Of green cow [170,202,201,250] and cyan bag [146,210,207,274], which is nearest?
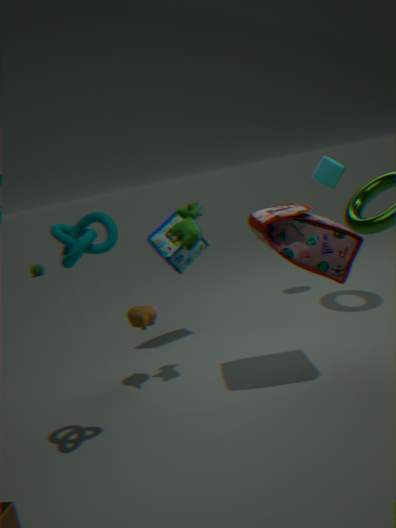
green cow [170,202,201,250]
